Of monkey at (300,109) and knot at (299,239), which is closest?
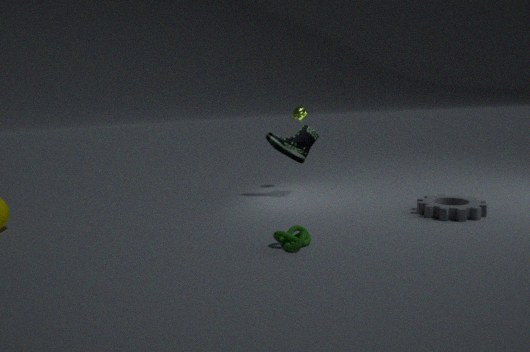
knot at (299,239)
